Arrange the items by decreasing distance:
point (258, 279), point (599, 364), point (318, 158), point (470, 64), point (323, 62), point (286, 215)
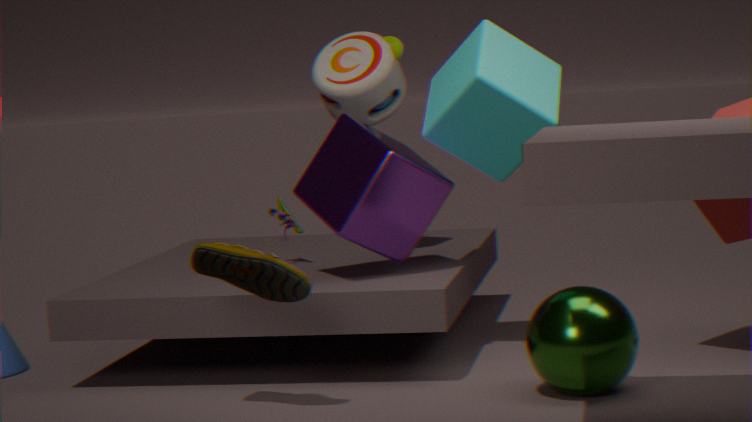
point (323, 62)
point (286, 215)
point (318, 158)
point (470, 64)
point (599, 364)
point (258, 279)
